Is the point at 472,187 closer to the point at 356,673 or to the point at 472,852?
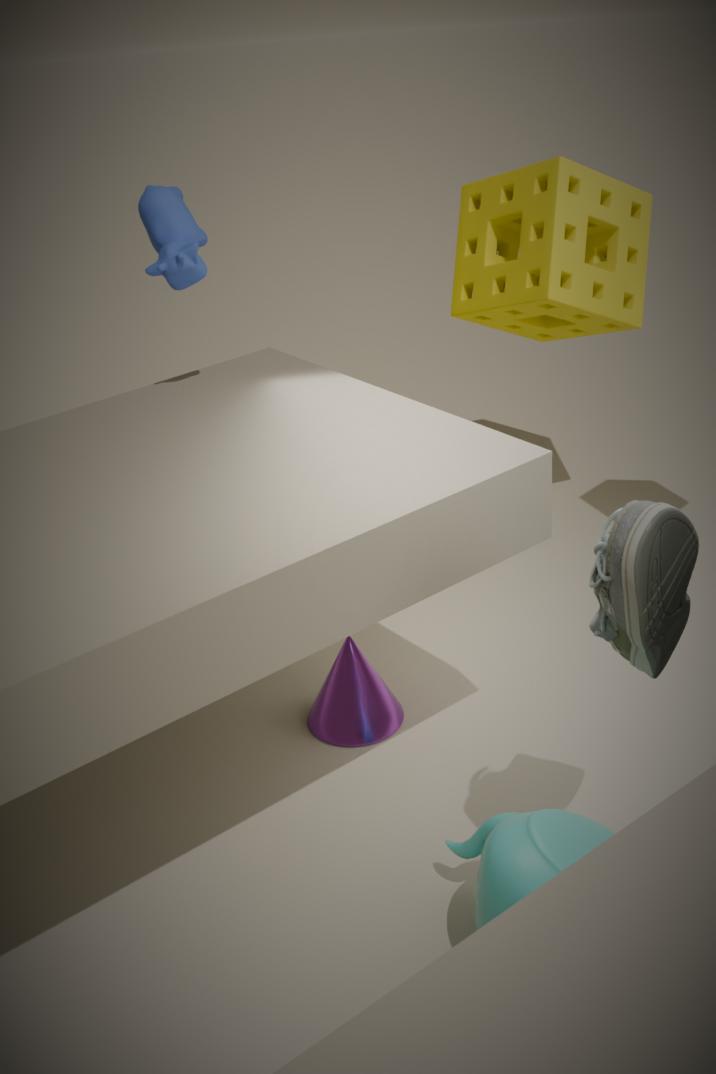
the point at 356,673
